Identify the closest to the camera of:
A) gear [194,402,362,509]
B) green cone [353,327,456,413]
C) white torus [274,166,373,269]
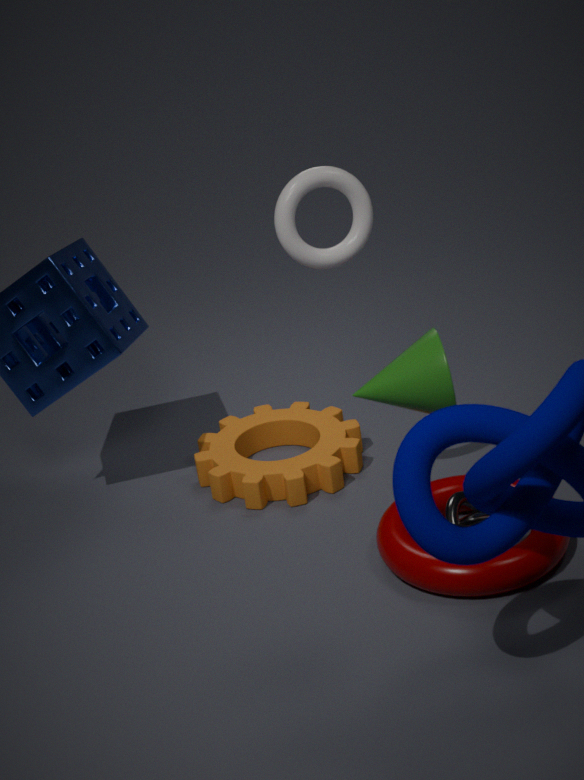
green cone [353,327,456,413]
